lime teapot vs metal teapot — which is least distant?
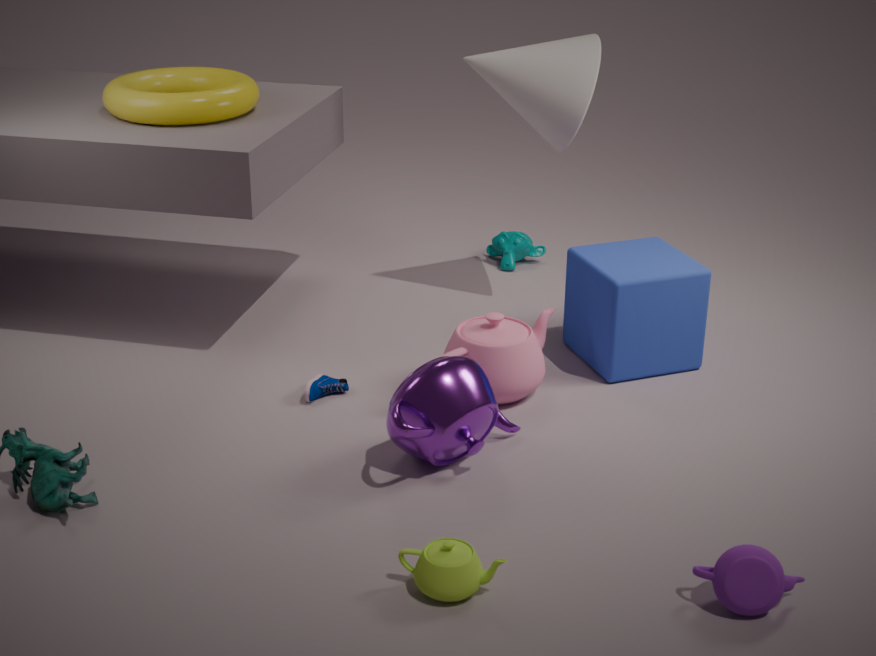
lime teapot
